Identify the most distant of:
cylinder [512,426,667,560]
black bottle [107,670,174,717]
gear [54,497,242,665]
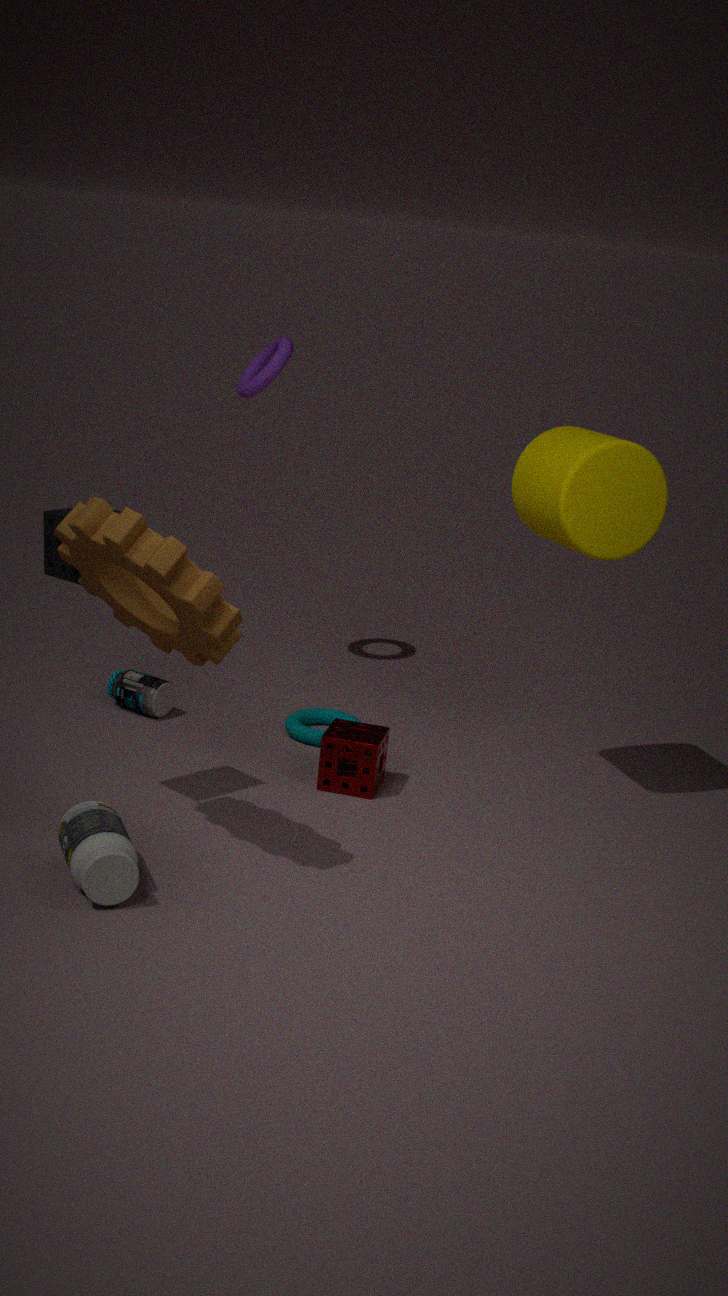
black bottle [107,670,174,717]
